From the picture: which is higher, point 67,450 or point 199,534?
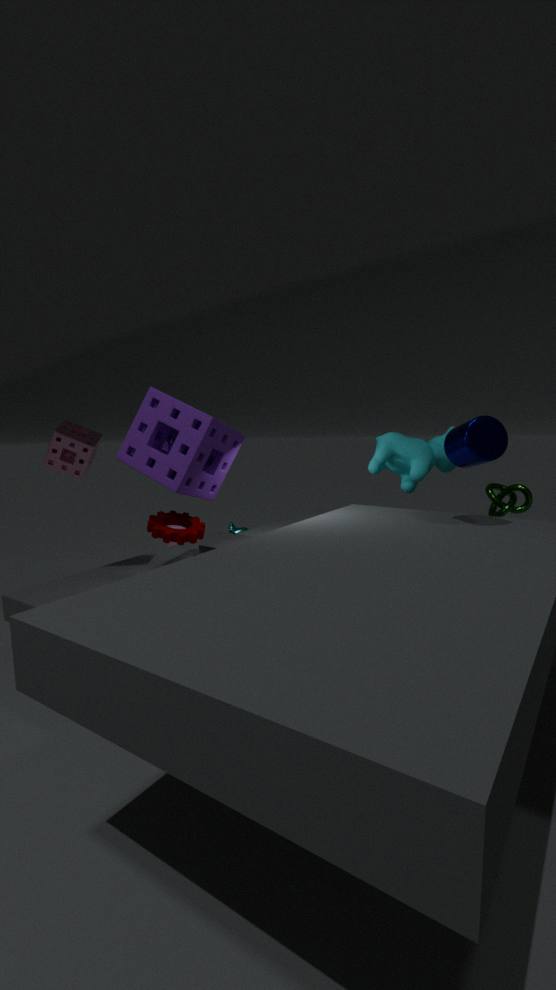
point 67,450
